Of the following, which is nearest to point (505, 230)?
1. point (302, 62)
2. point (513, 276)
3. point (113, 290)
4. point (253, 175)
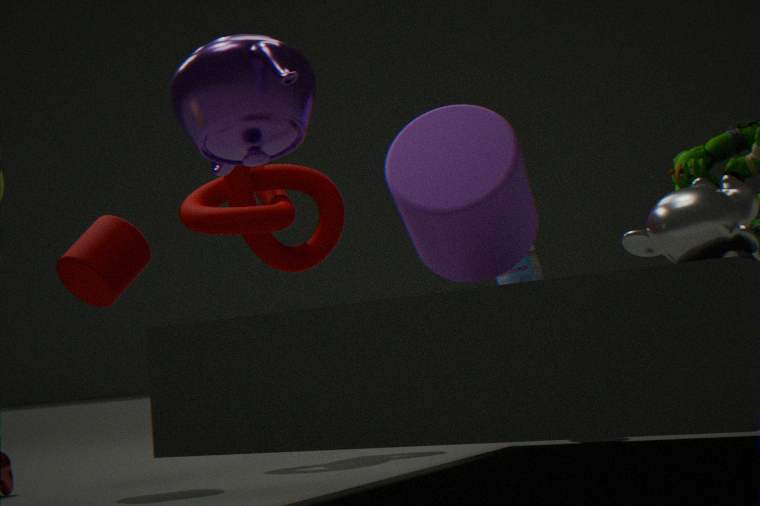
point (513, 276)
